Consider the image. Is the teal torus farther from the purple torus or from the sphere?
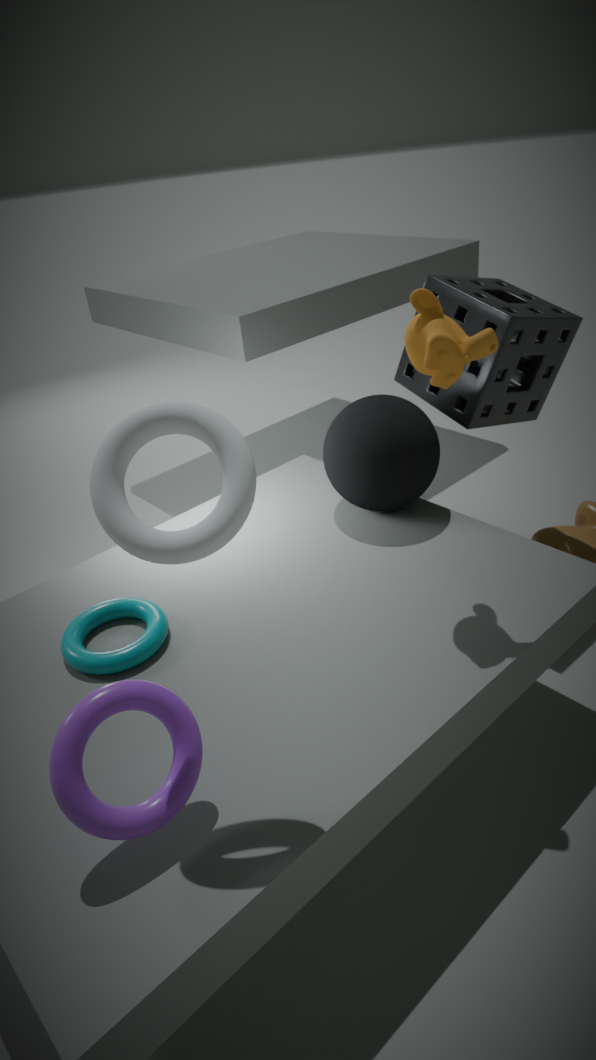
the sphere
